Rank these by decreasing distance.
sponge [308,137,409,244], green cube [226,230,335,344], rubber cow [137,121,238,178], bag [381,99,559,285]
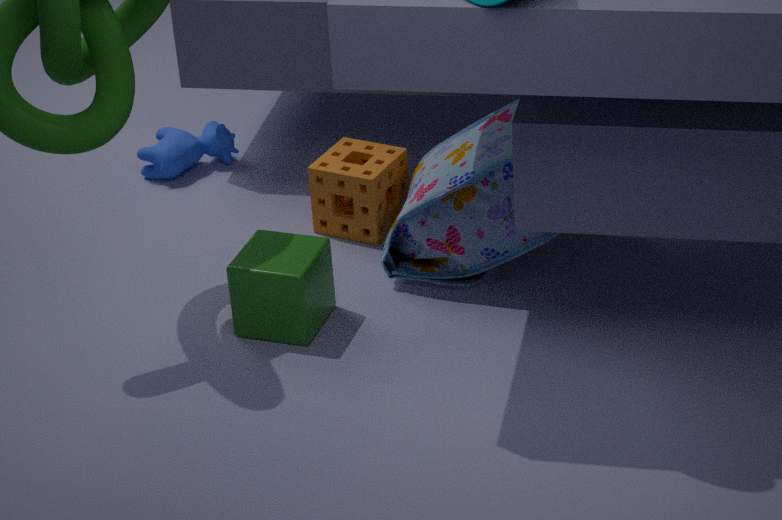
rubber cow [137,121,238,178]
sponge [308,137,409,244]
bag [381,99,559,285]
green cube [226,230,335,344]
